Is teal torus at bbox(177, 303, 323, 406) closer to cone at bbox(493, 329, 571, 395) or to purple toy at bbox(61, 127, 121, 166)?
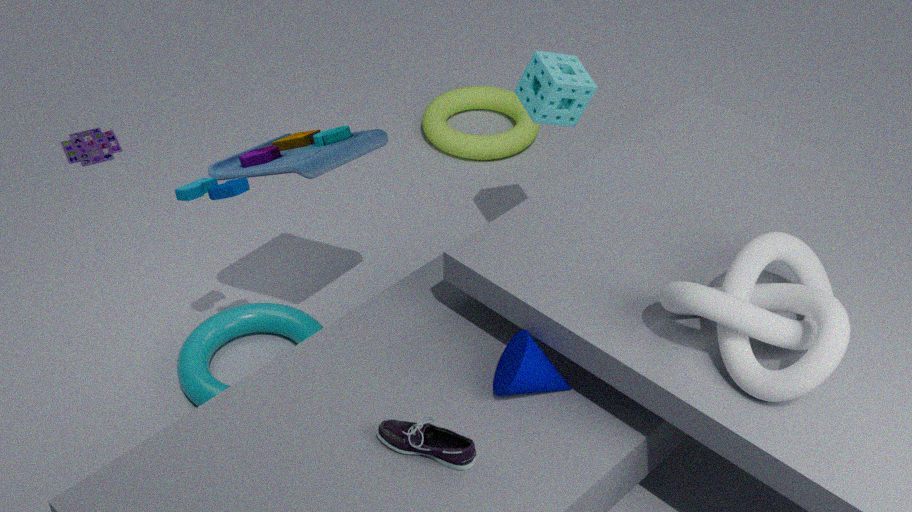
cone at bbox(493, 329, 571, 395)
